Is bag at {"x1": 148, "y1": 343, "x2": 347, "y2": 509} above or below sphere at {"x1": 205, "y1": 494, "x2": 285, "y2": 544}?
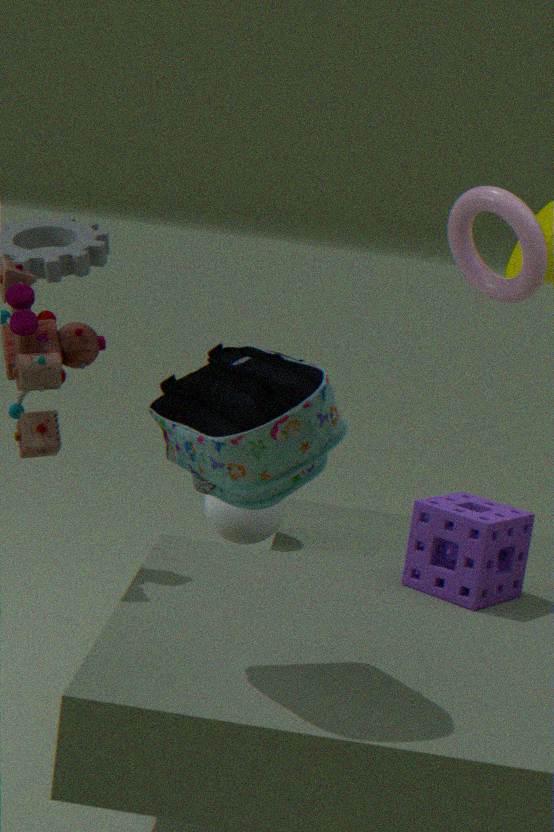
above
